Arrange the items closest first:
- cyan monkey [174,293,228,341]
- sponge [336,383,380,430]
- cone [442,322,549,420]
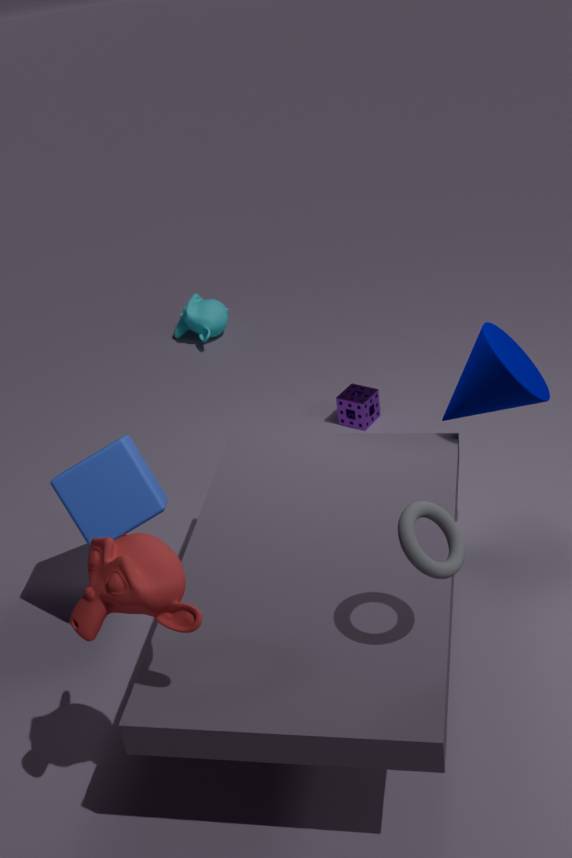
cone [442,322,549,420]
sponge [336,383,380,430]
cyan monkey [174,293,228,341]
